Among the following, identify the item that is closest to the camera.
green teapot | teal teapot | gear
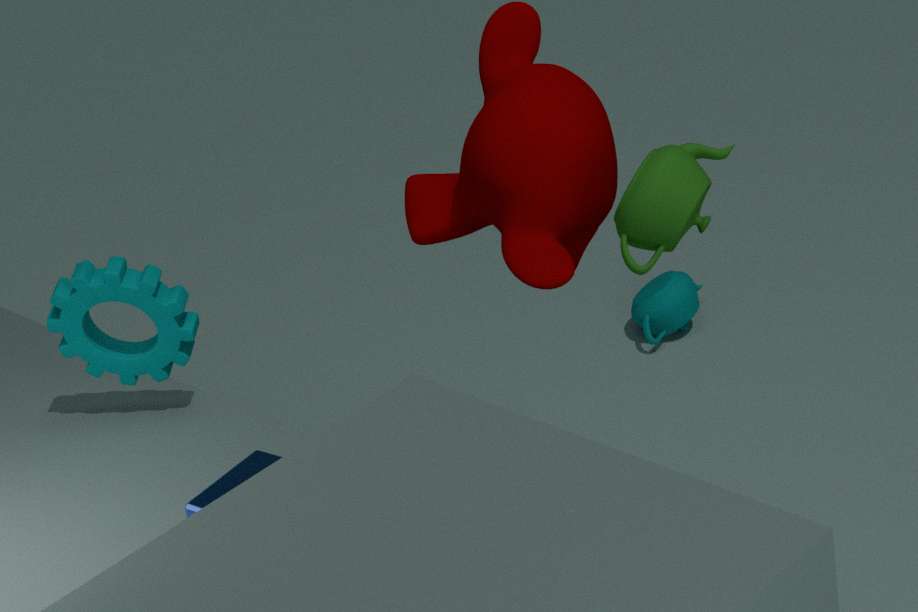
green teapot
